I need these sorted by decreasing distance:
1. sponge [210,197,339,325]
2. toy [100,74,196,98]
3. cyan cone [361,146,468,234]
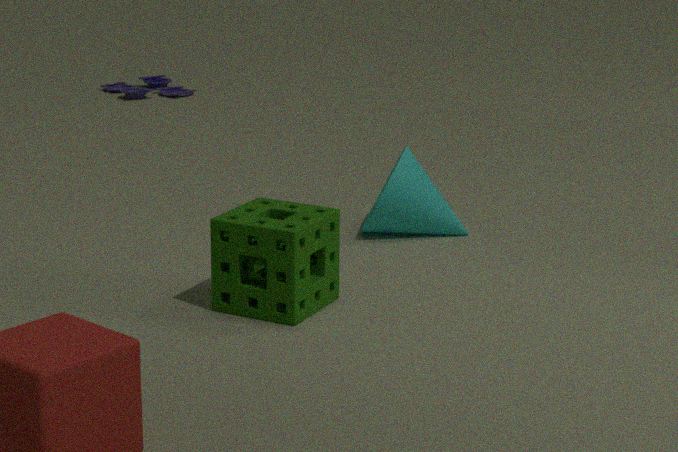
1. toy [100,74,196,98]
2. cyan cone [361,146,468,234]
3. sponge [210,197,339,325]
